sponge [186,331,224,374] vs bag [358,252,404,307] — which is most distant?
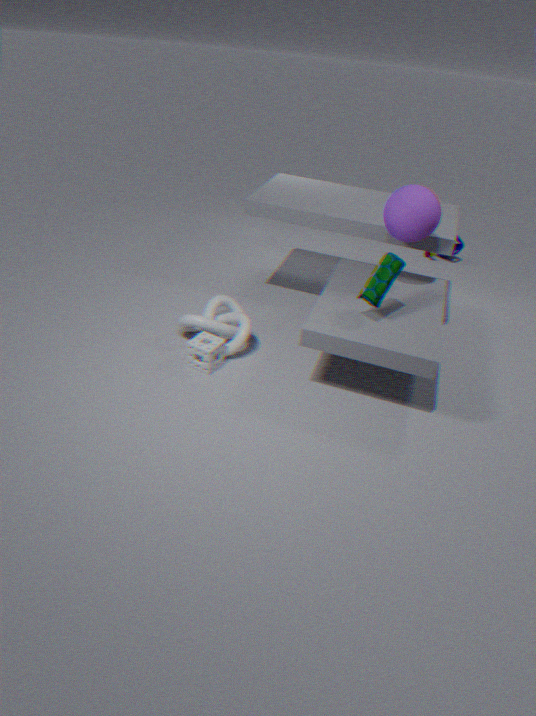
sponge [186,331,224,374]
